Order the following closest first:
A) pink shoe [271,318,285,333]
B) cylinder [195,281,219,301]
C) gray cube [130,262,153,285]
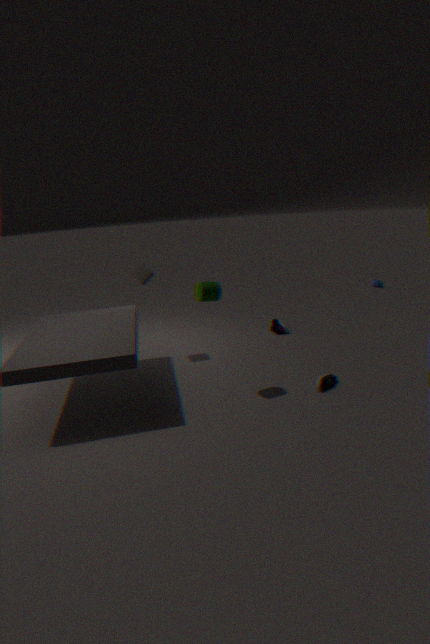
cylinder [195,281,219,301], gray cube [130,262,153,285], pink shoe [271,318,285,333]
